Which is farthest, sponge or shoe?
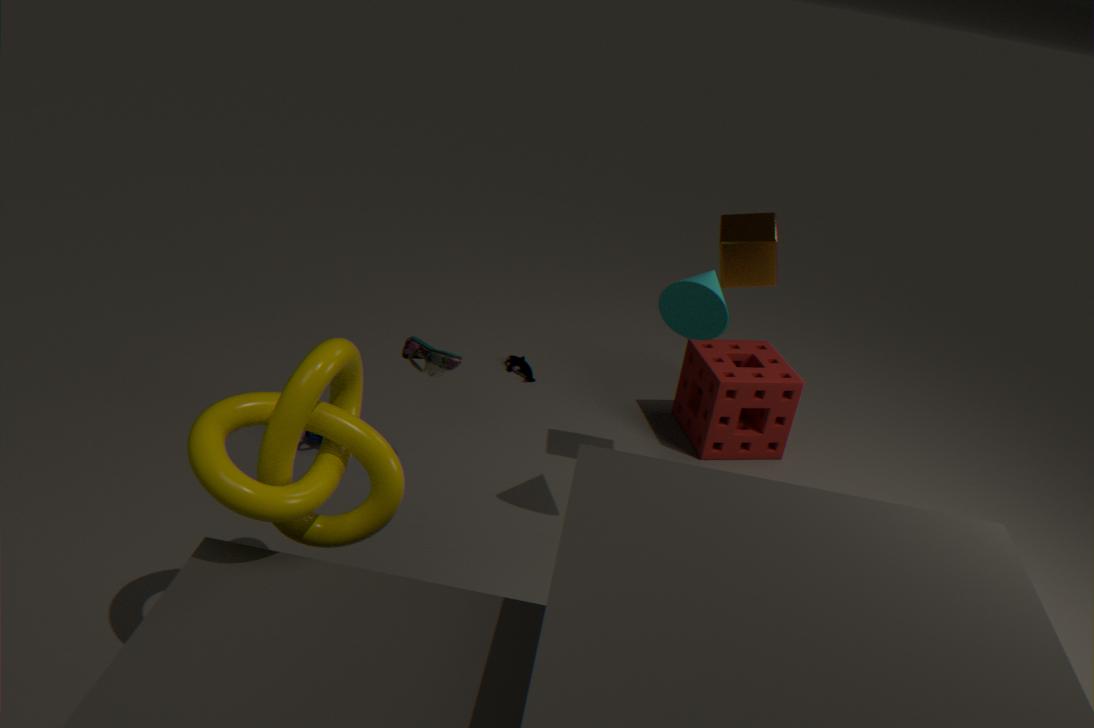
sponge
